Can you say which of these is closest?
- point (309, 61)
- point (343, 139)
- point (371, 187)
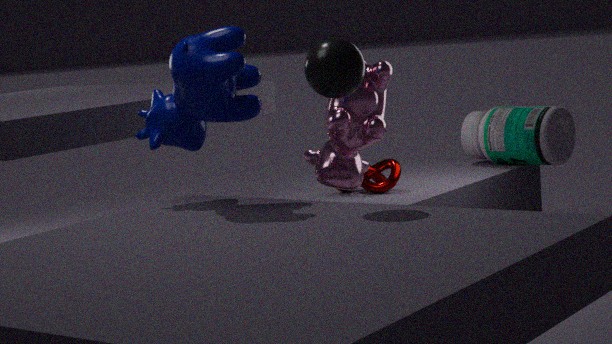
point (309, 61)
